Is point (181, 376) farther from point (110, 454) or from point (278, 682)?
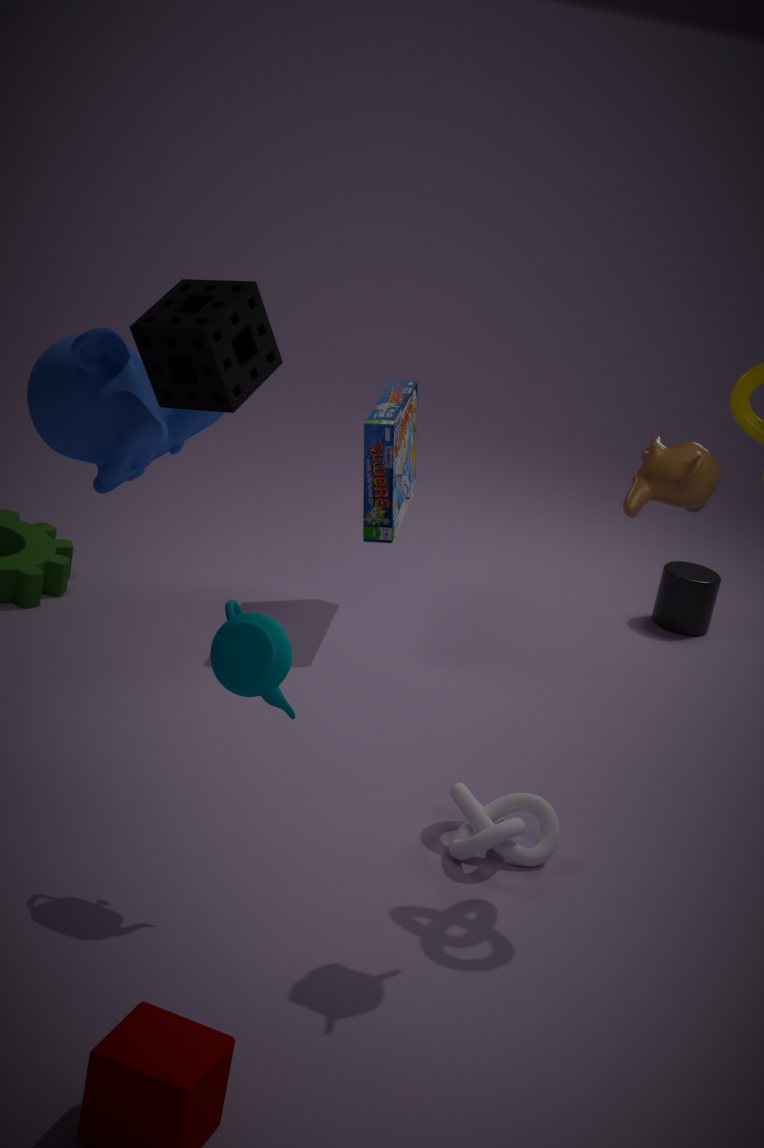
point (278, 682)
